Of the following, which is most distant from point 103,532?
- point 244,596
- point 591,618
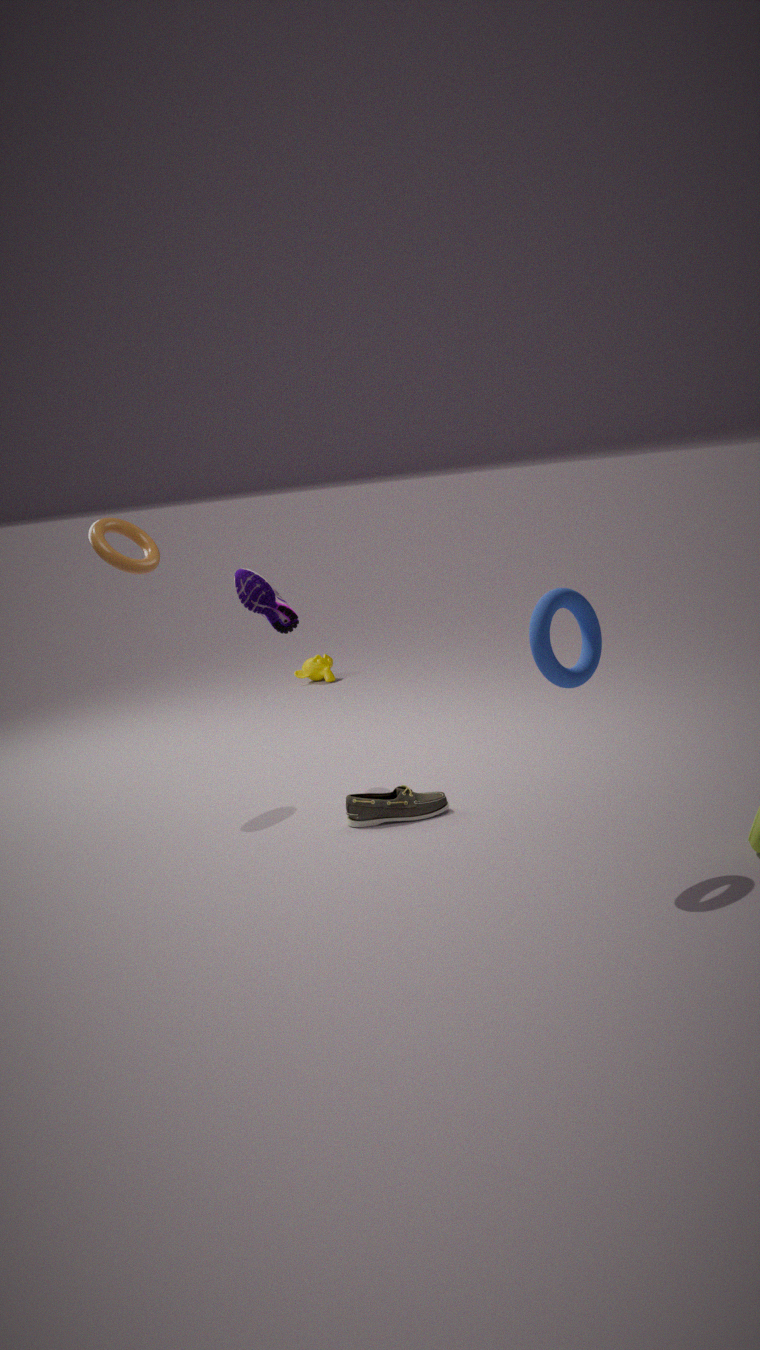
point 591,618
